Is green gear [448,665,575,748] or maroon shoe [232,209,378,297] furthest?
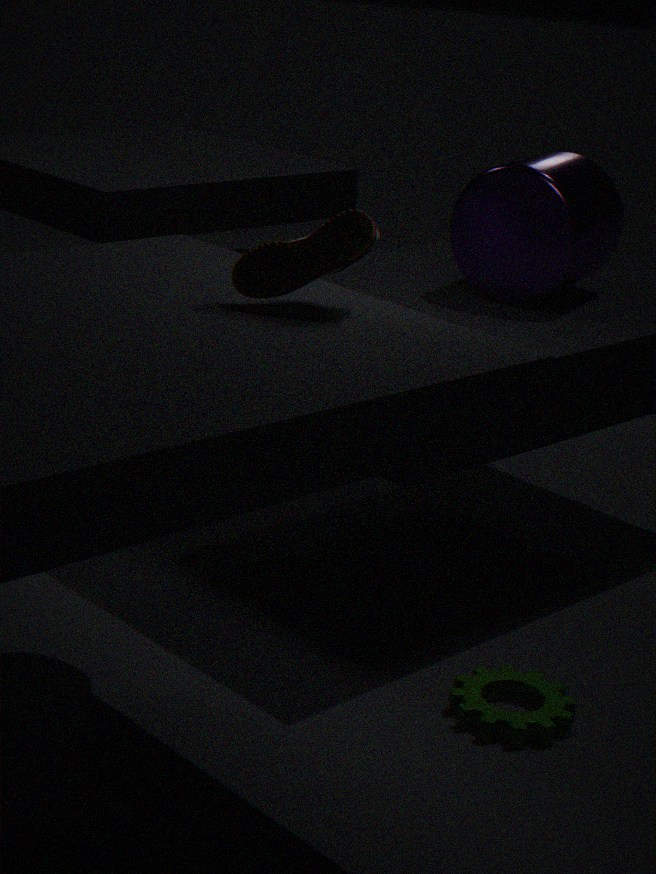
green gear [448,665,575,748]
